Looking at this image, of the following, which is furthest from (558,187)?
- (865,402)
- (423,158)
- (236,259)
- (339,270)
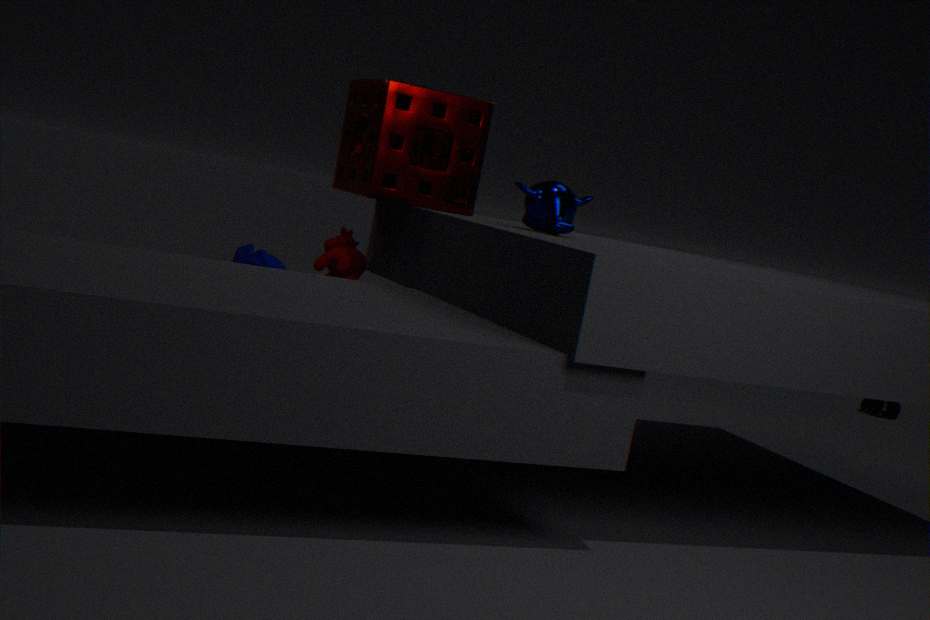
(865,402)
